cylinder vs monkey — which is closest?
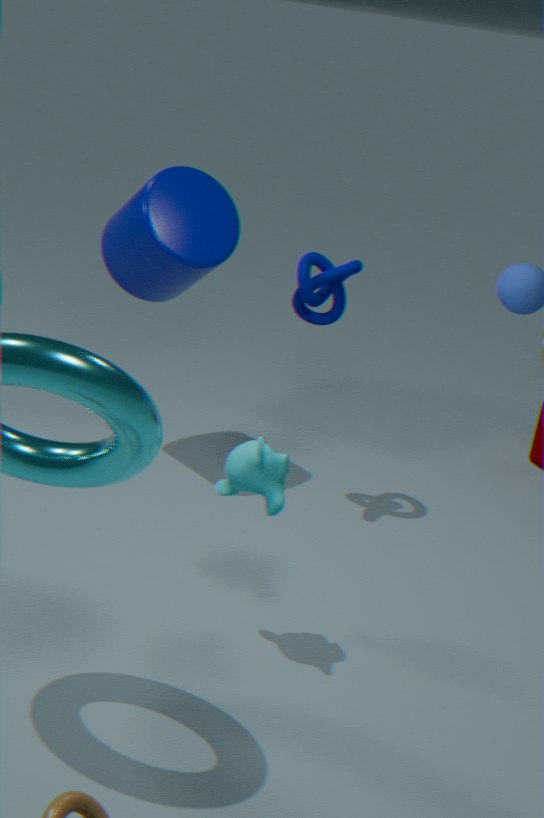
monkey
